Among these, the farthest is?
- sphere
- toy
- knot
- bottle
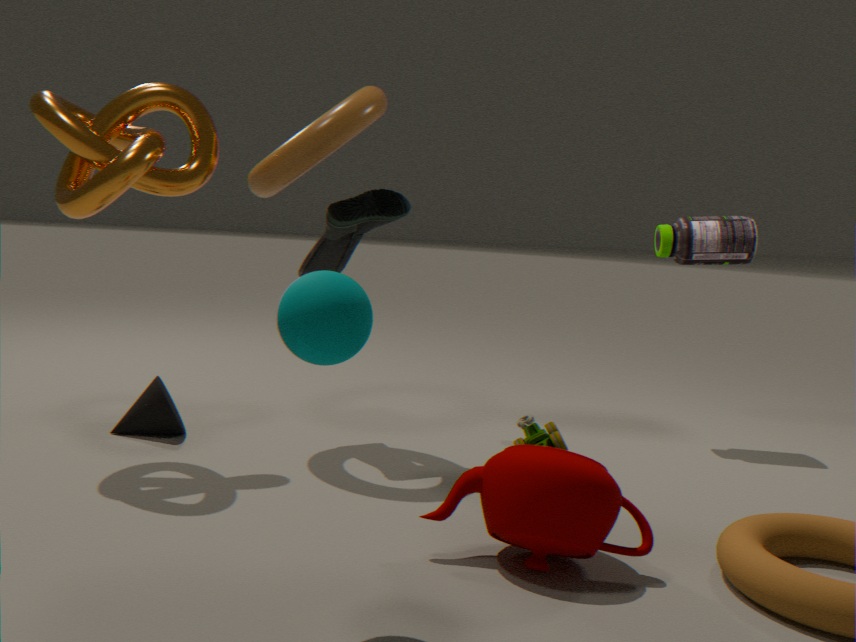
bottle
